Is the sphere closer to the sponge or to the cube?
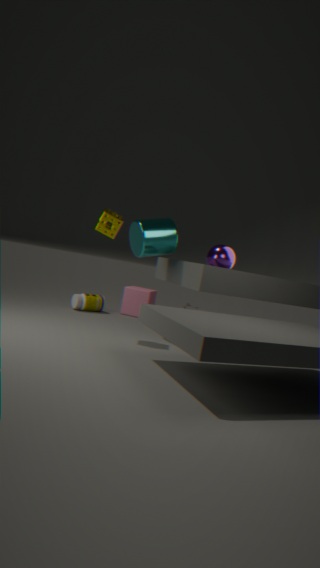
the cube
